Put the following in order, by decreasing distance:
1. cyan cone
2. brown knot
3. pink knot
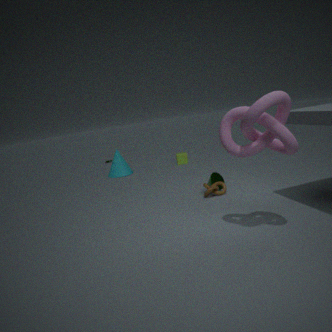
cyan cone < brown knot < pink knot
